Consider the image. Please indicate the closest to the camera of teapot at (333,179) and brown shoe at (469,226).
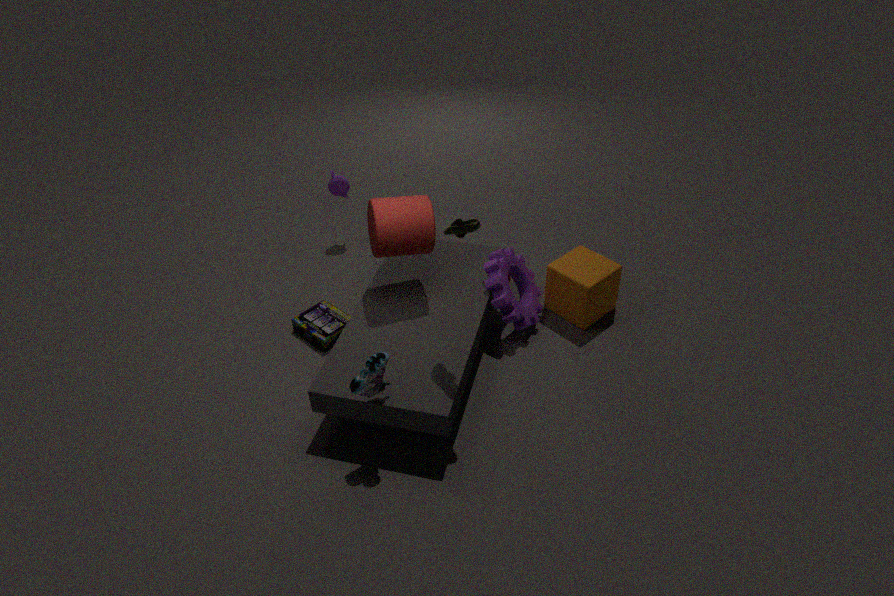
brown shoe at (469,226)
